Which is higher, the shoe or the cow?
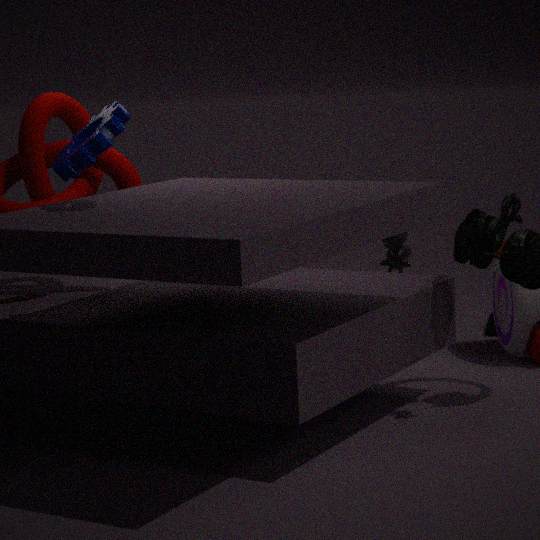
the cow
